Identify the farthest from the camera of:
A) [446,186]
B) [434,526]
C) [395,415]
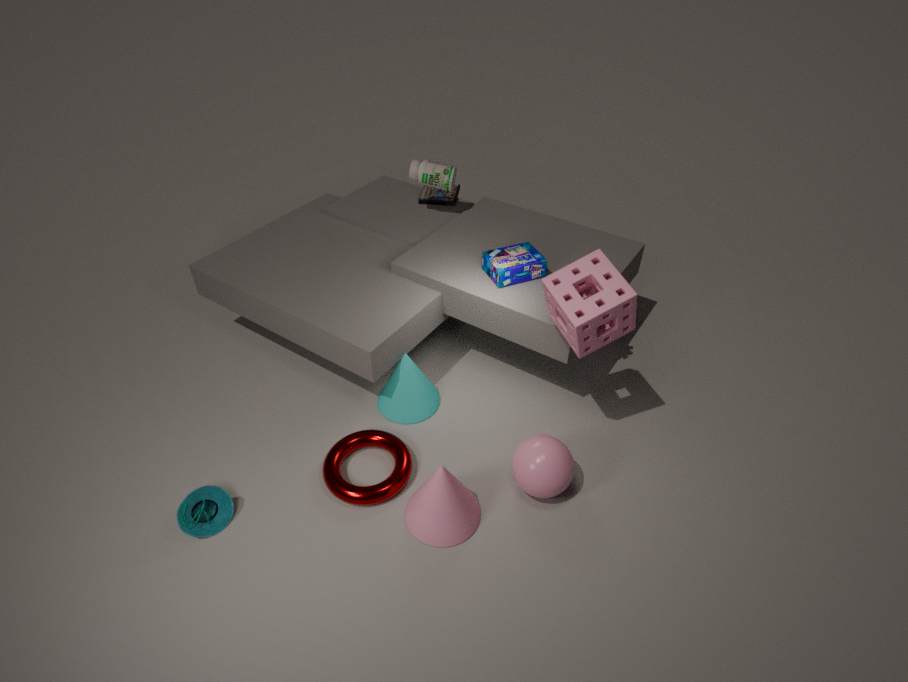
[446,186]
